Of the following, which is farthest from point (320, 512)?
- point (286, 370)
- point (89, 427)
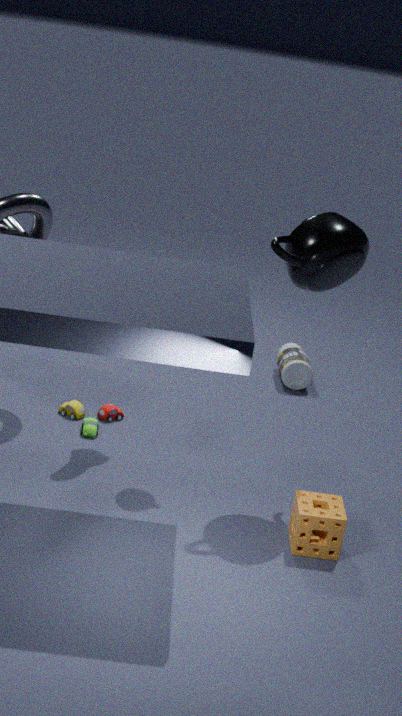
point (286, 370)
